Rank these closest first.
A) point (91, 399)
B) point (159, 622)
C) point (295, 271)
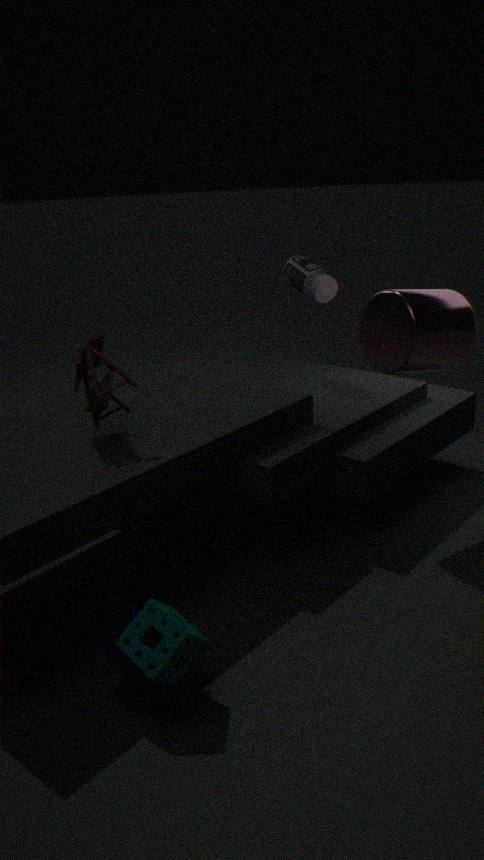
point (159, 622) < point (91, 399) < point (295, 271)
